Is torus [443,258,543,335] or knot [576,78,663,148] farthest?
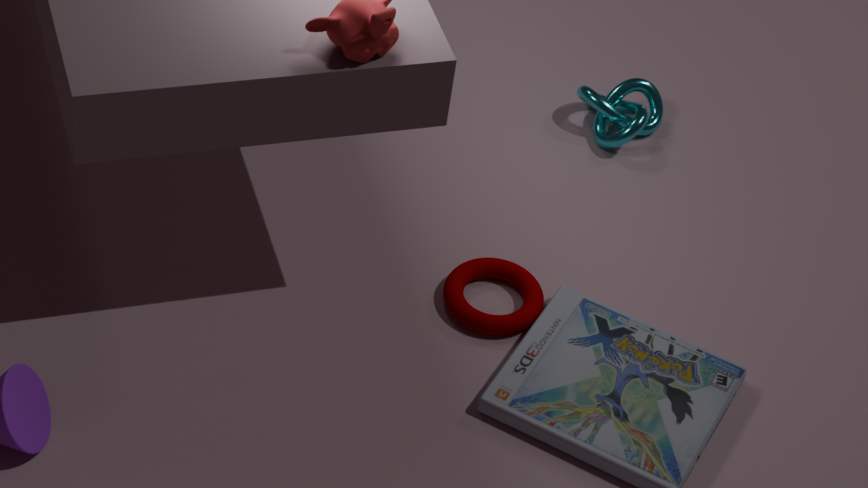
knot [576,78,663,148]
